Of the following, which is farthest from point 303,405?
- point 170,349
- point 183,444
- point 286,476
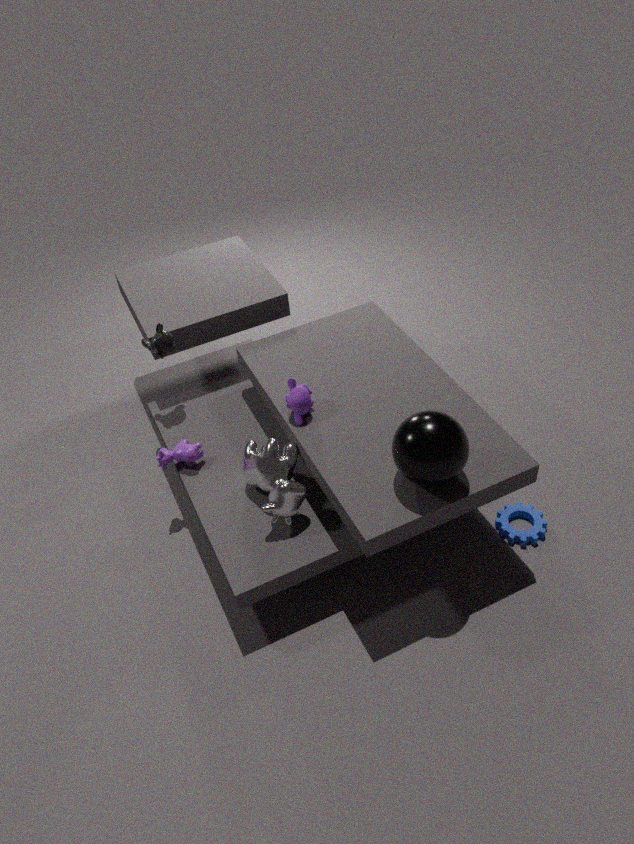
point 170,349
